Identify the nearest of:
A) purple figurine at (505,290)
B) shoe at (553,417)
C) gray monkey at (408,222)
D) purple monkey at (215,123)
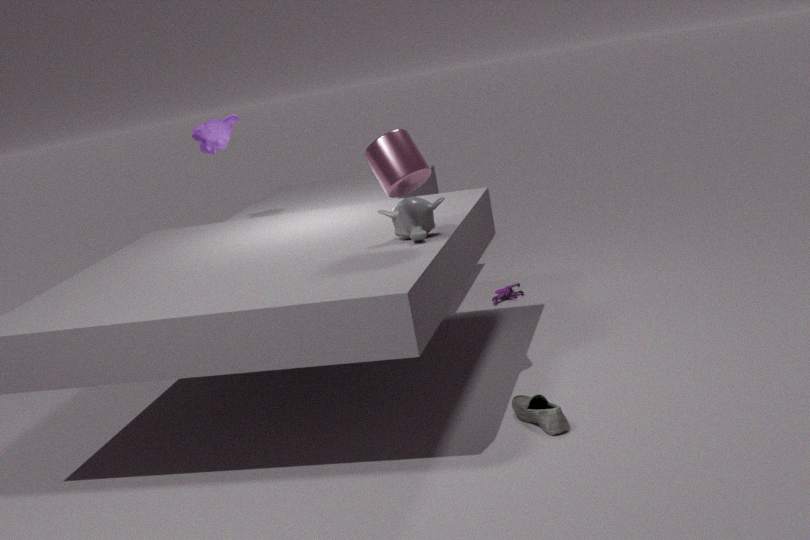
shoe at (553,417)
